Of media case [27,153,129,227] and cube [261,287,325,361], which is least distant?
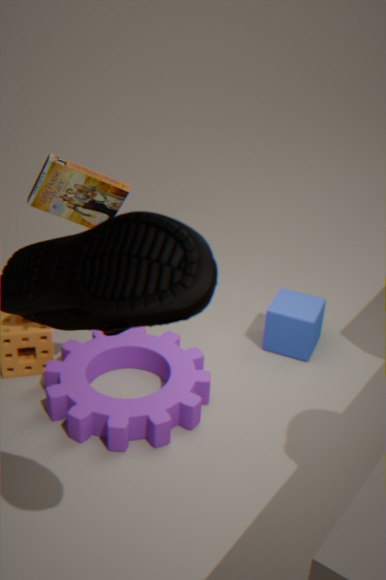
media case [27,153,129,227]
